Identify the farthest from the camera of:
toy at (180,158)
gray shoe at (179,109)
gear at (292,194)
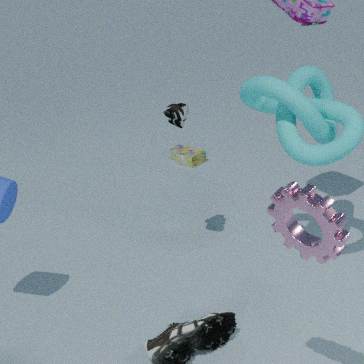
toy at (180,158)
